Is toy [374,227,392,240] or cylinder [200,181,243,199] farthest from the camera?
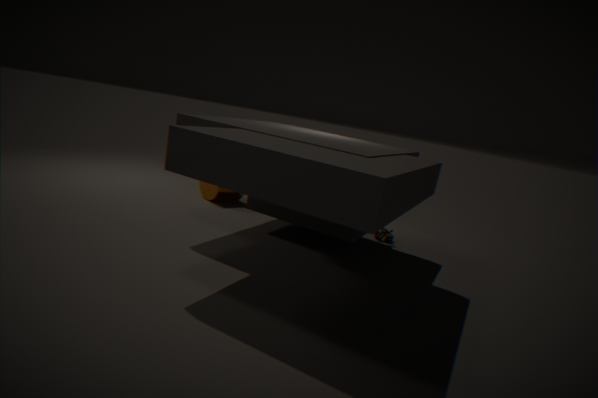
cylinder [200,181,243,199]
